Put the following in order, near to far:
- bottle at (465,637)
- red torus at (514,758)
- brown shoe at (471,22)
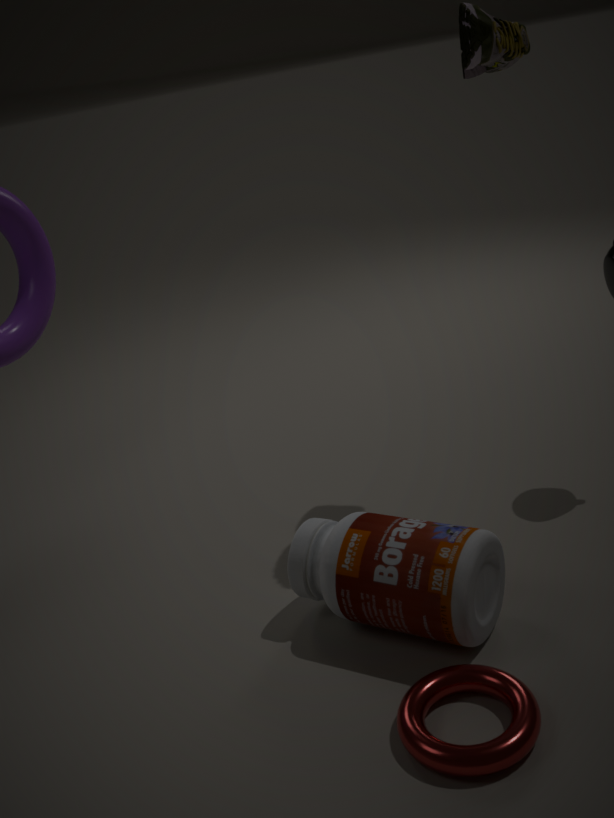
red torus at (514,758) → bottle at (465,637) → brown shoe at (471,22)
